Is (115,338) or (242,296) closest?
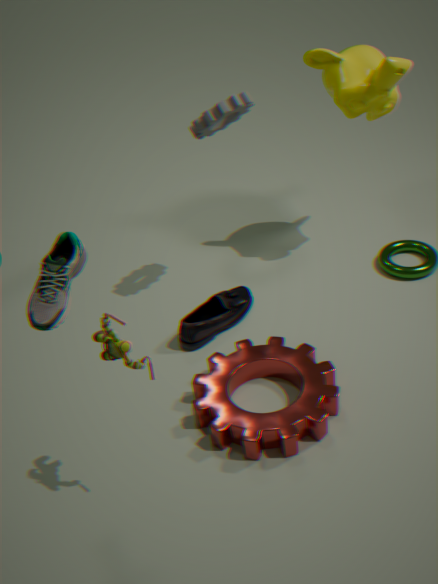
(115,338)
